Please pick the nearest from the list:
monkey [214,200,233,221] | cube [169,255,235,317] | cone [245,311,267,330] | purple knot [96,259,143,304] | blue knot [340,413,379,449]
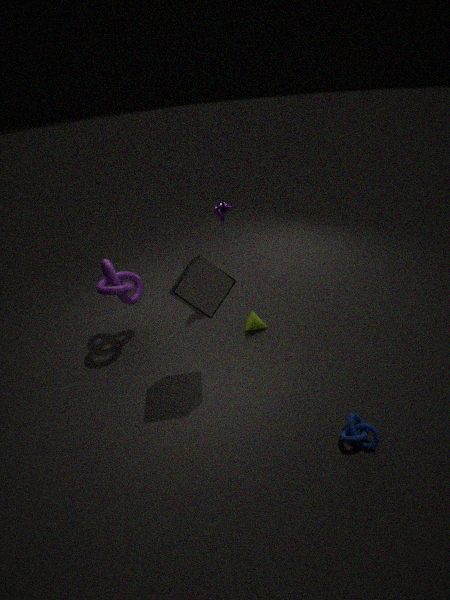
blue knot [340,413,379,449]
